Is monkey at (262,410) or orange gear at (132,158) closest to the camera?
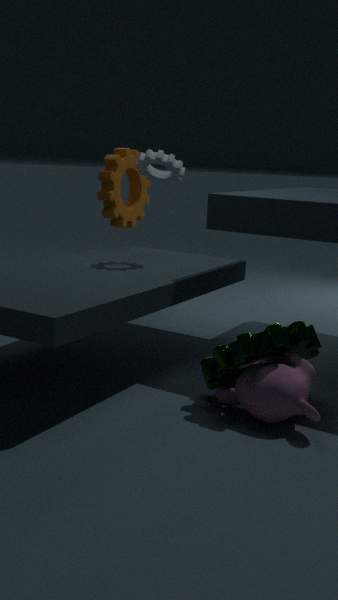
monkey at (262,410)
